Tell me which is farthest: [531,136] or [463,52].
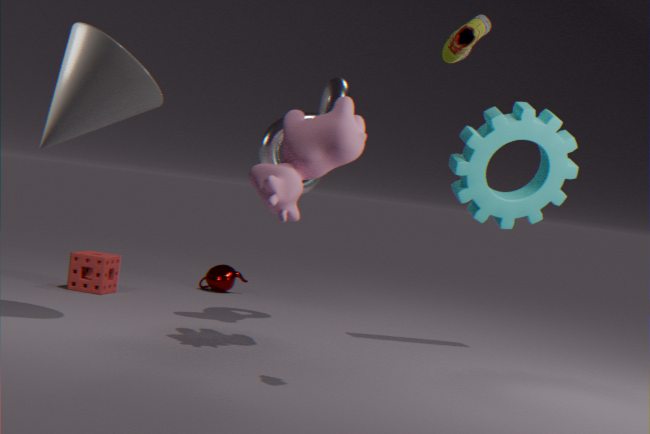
[531,136]
